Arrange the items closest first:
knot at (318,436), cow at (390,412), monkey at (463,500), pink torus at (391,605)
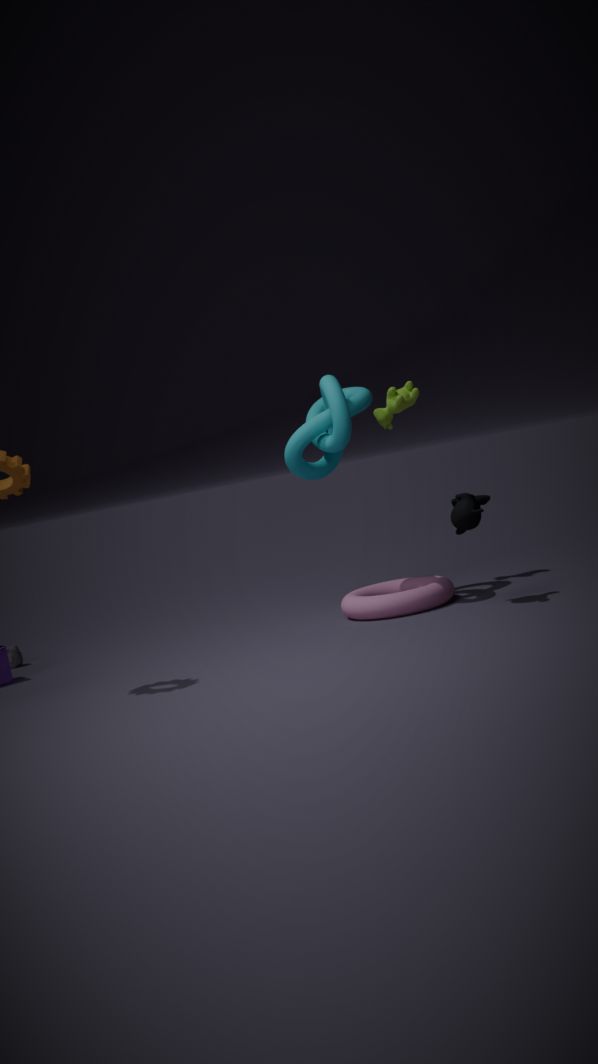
1. monkey at (463,500)
2. knot at (318,436)
3. pink torus at (391,605)
4. cow at (390,412)
